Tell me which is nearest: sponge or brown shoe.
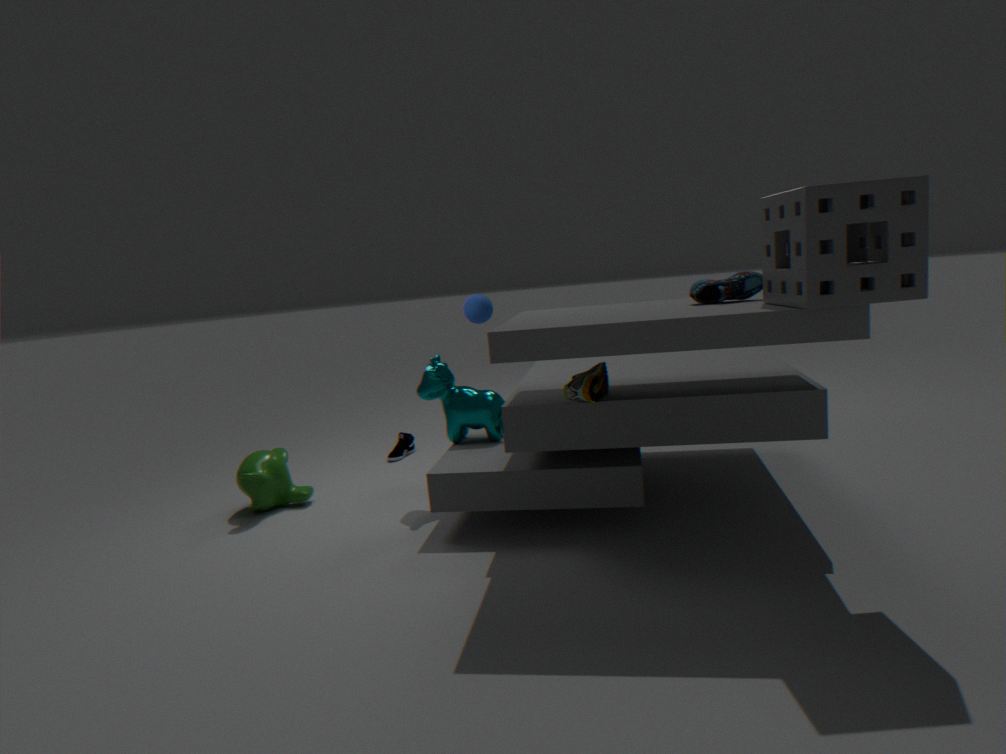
sponge
